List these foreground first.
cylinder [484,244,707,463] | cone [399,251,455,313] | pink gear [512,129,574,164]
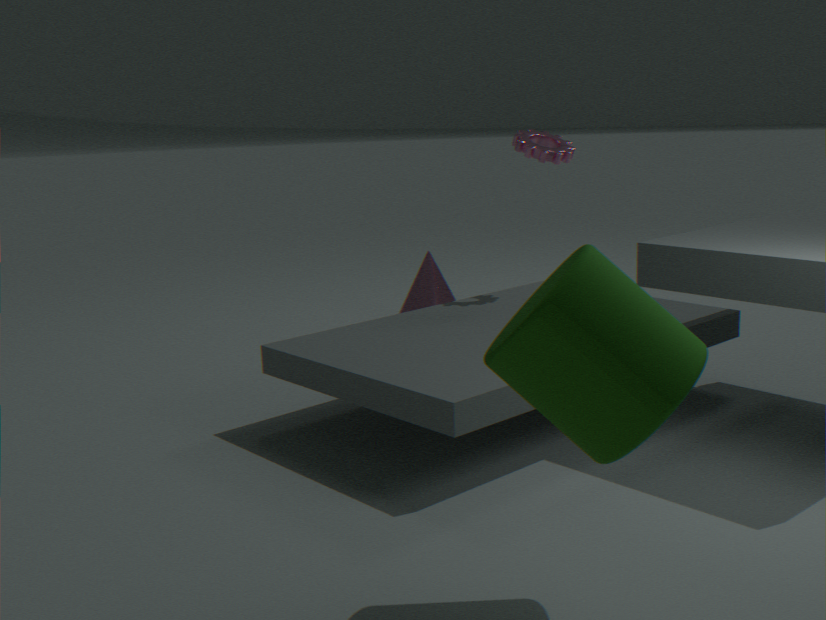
1. cylinder [484,244,707,463]
2. pink gear [512,129,574,164]
3. cone [399,251,455,313]
